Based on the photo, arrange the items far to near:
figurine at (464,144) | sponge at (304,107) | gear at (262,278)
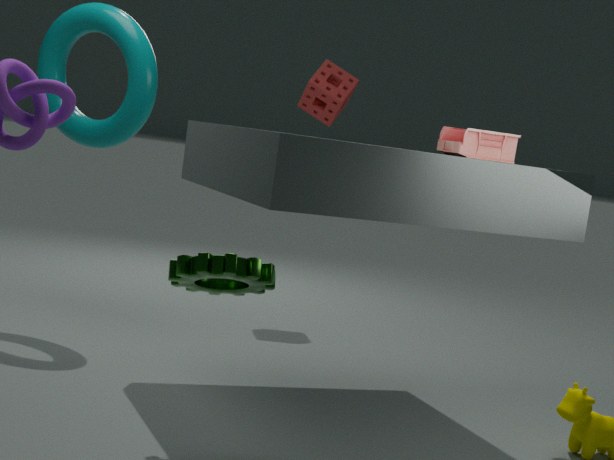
sponge at (304,107), figurine at (464,144), gear at (262,278)
